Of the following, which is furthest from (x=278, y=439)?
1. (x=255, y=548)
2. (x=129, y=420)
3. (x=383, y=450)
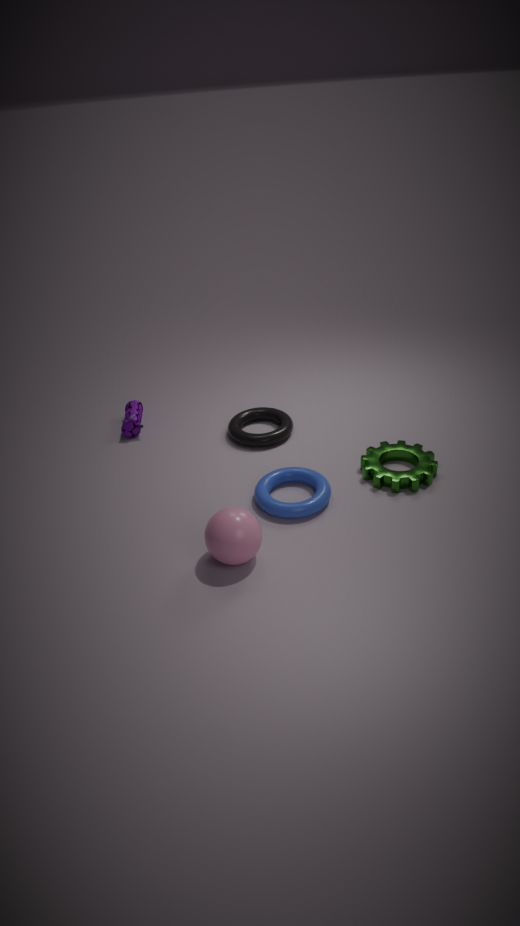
(x=255, y=548)
